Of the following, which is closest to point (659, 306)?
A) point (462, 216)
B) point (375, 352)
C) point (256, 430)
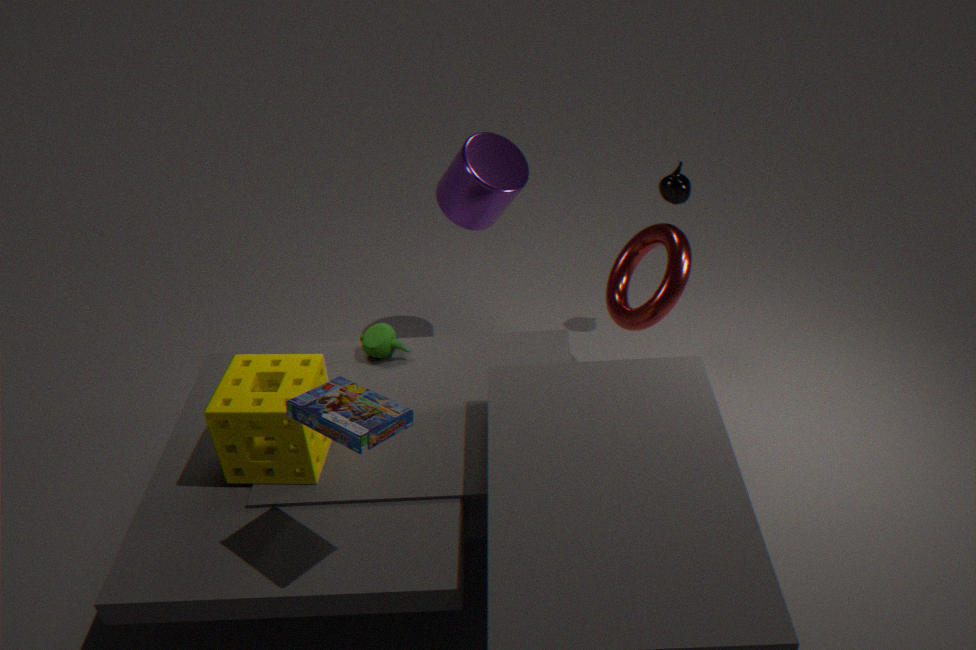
point (462, 216)
